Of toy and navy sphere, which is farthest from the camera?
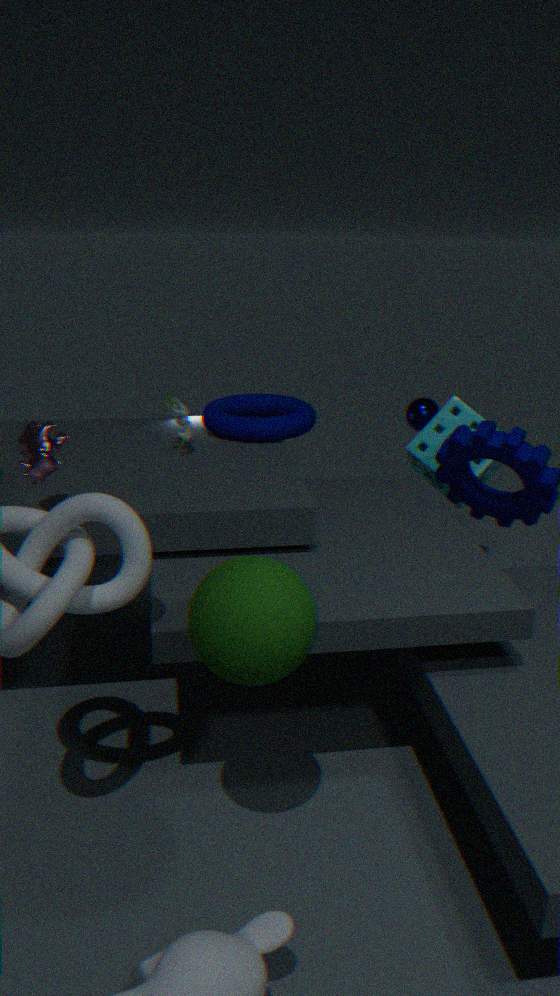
navy sphere
